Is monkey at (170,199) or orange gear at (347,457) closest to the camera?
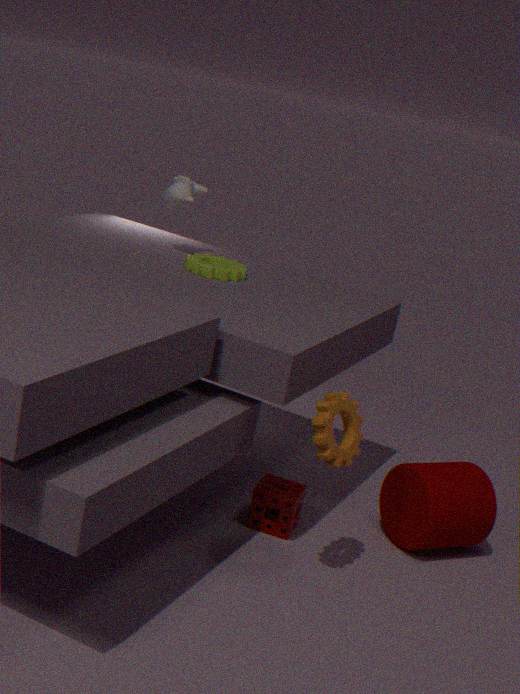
orange gear at (347,457)
